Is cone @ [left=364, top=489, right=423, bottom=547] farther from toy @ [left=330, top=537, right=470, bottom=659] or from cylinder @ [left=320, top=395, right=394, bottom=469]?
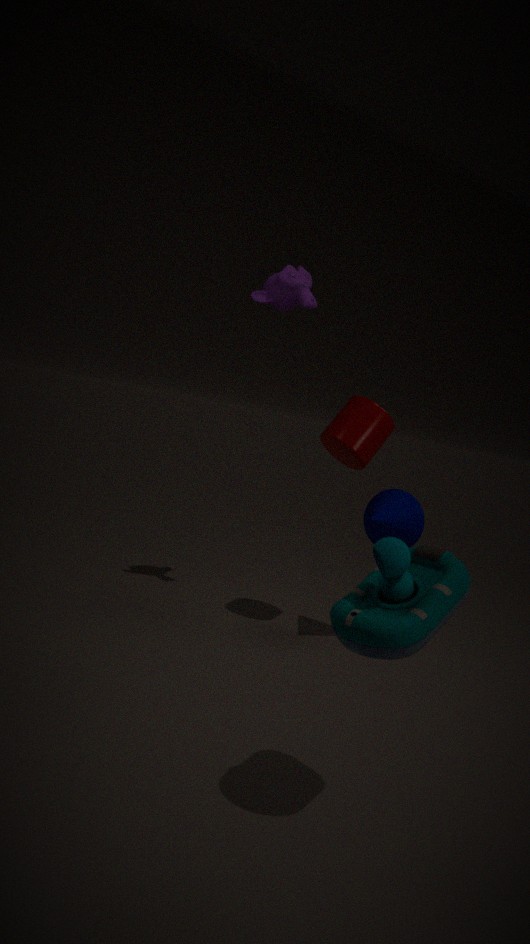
toy @ [left=330, top=537, right=470, bottom=659]
